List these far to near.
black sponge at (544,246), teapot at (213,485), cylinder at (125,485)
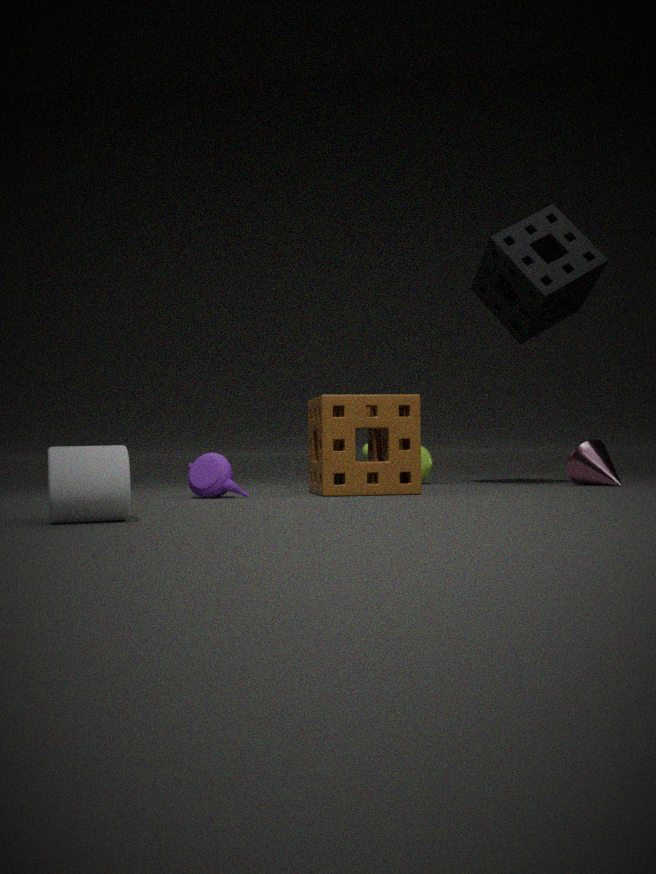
black sponge at (544,246) < teapot at (213,485) < cylinder at (125,485)
